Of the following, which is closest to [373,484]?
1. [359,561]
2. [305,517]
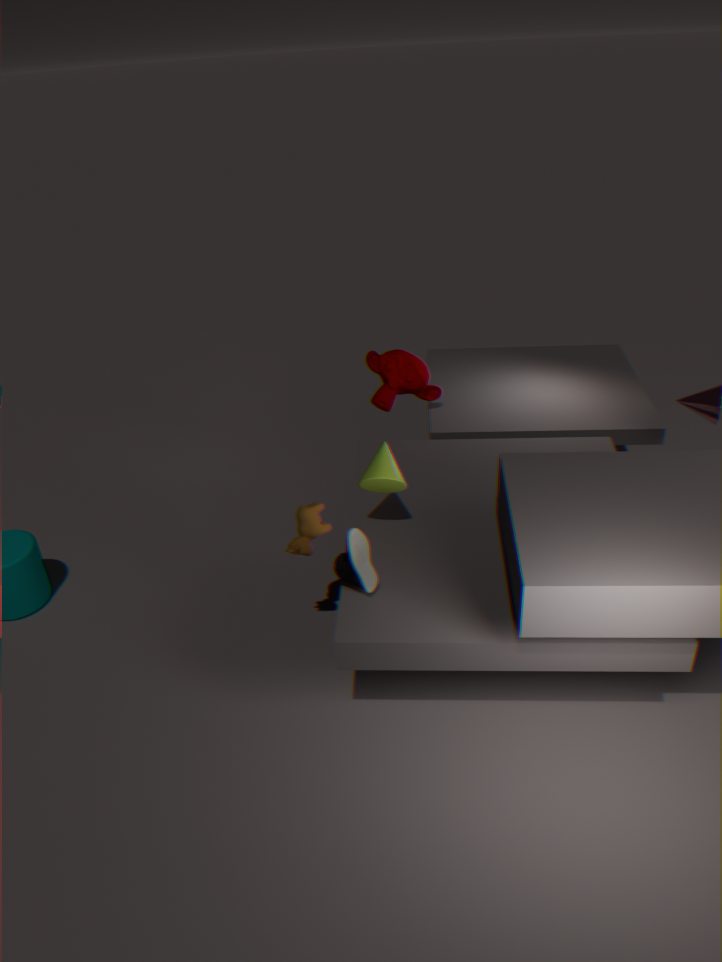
[305,517]
